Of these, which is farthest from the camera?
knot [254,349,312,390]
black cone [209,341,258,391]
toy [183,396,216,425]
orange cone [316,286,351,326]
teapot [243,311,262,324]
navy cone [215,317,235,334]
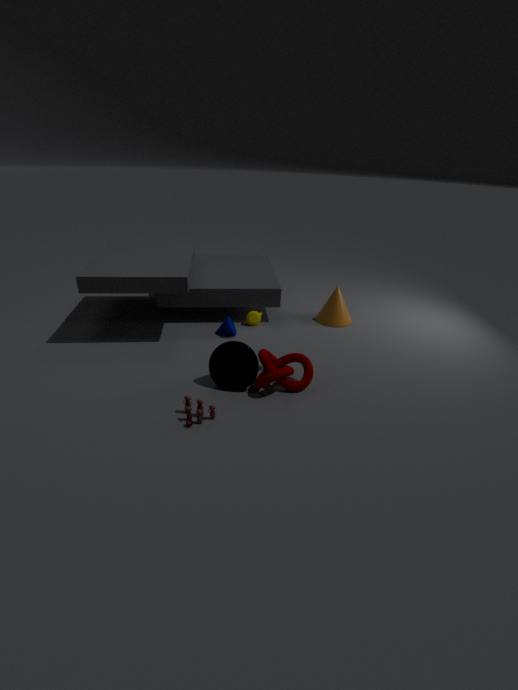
orange cone [316,286,351,326]
